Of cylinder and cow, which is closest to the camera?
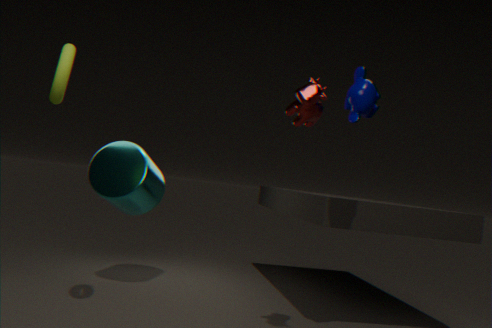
cow
